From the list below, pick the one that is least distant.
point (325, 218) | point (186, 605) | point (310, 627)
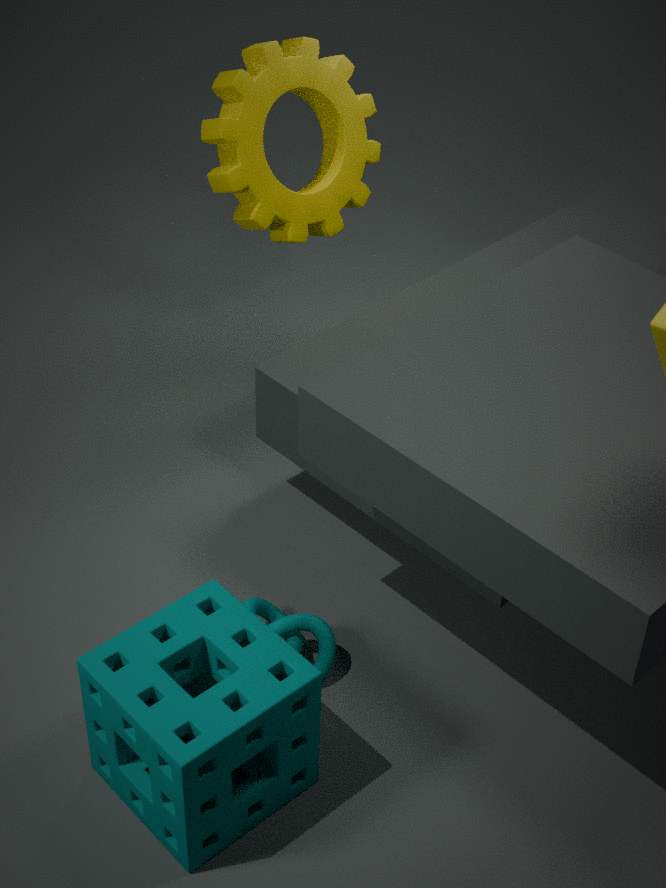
point (186, 605)
